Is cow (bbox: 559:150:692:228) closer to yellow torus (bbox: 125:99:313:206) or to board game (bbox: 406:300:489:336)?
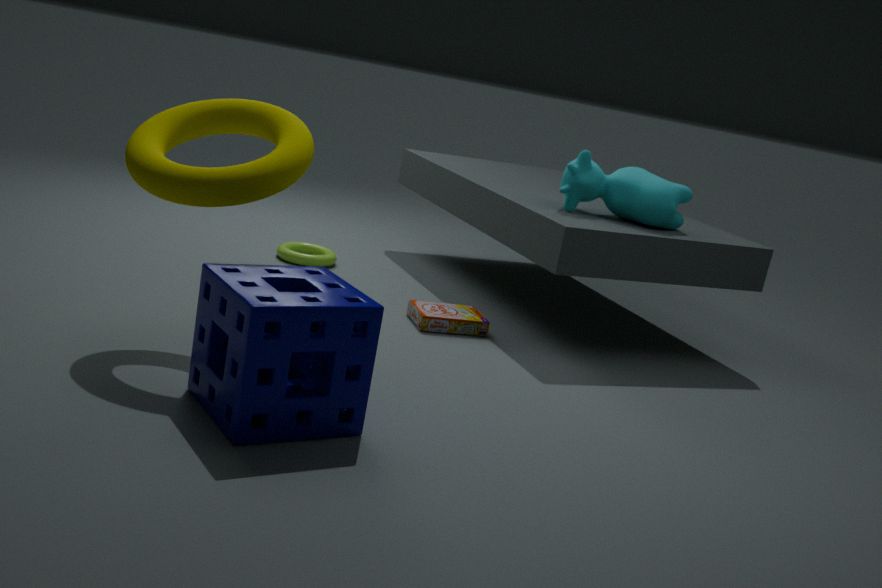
board game (bbox: 406:300:489:336)
